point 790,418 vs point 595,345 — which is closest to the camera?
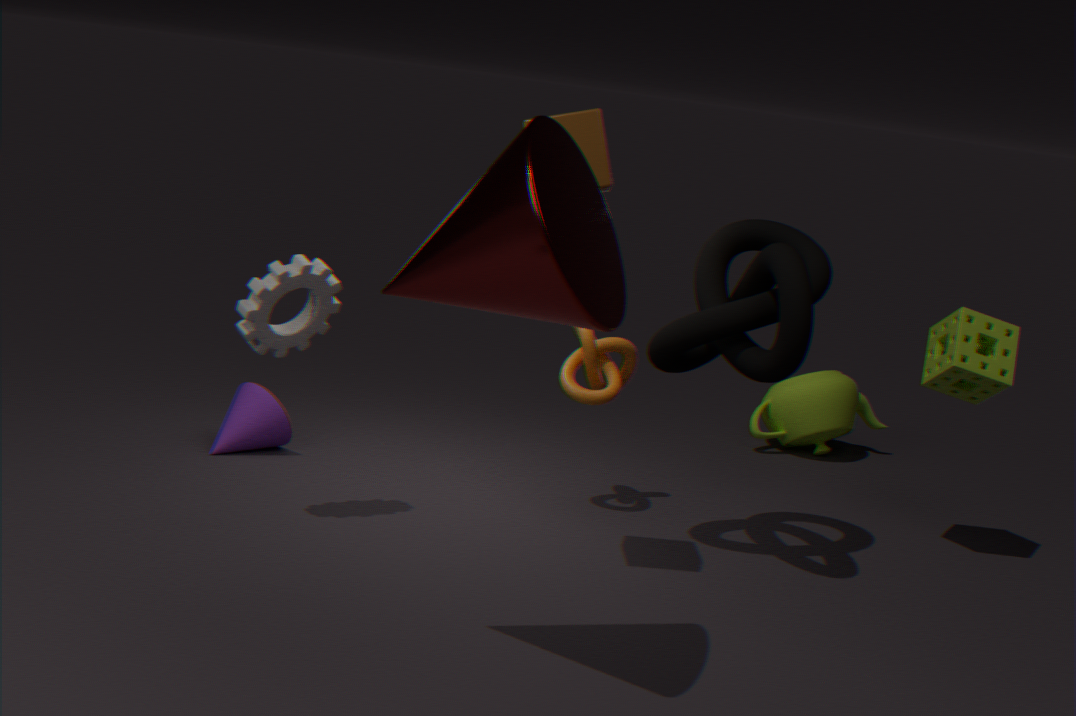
point 595,345
